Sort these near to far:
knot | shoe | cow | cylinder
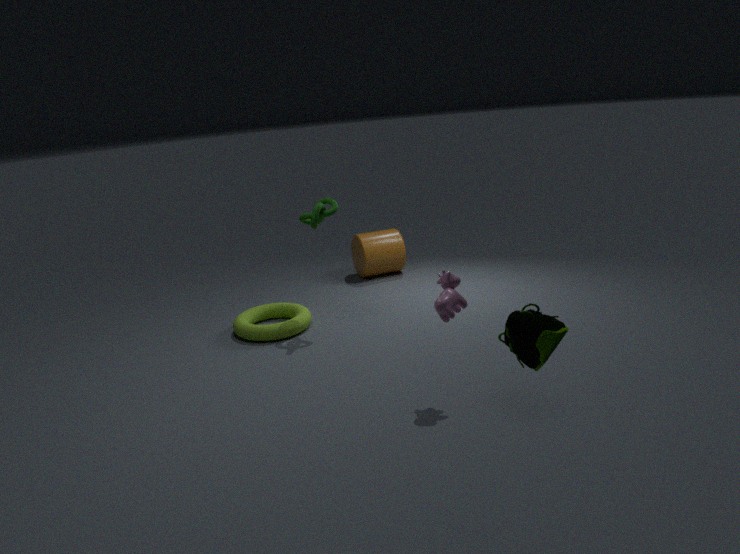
1. shoe
2. cow
3. knot
4. cylinder
